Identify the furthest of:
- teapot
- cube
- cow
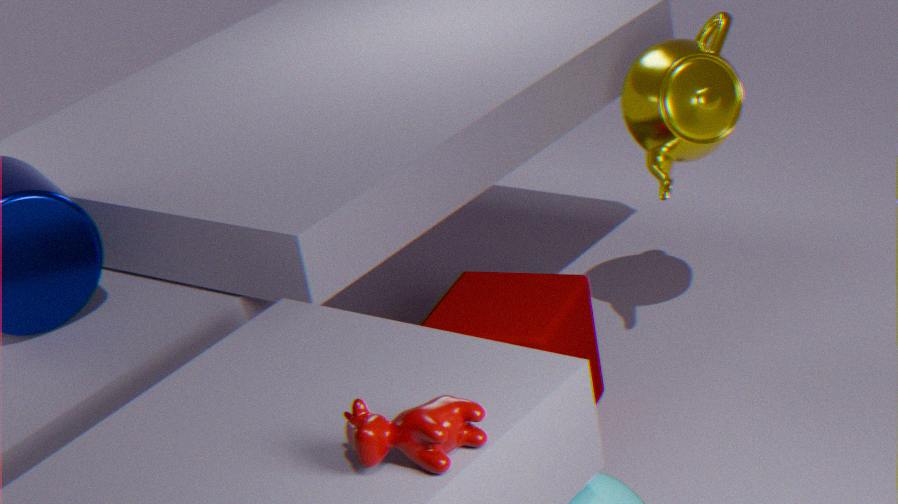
teapot
